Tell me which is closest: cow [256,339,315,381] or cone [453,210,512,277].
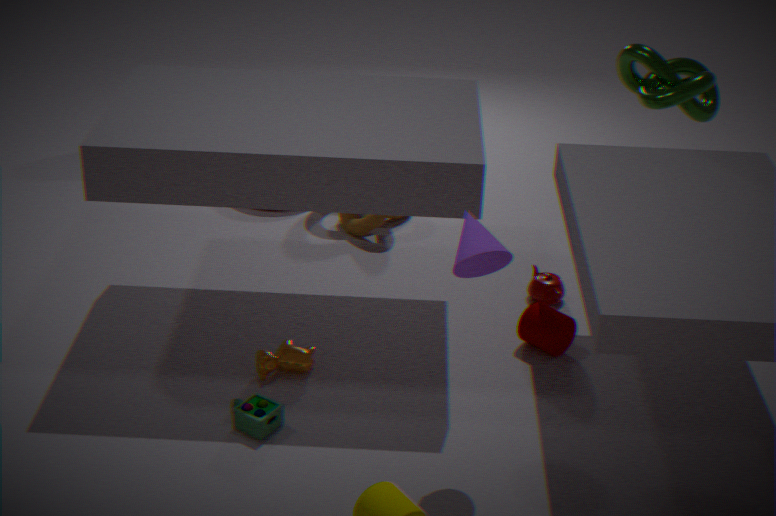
cone [453,210,512,277]
